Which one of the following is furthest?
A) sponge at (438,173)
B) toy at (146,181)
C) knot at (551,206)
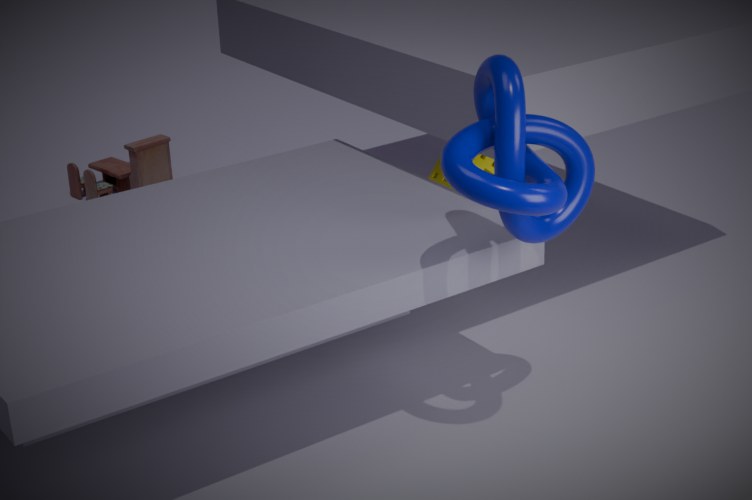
toy at (146,181)
